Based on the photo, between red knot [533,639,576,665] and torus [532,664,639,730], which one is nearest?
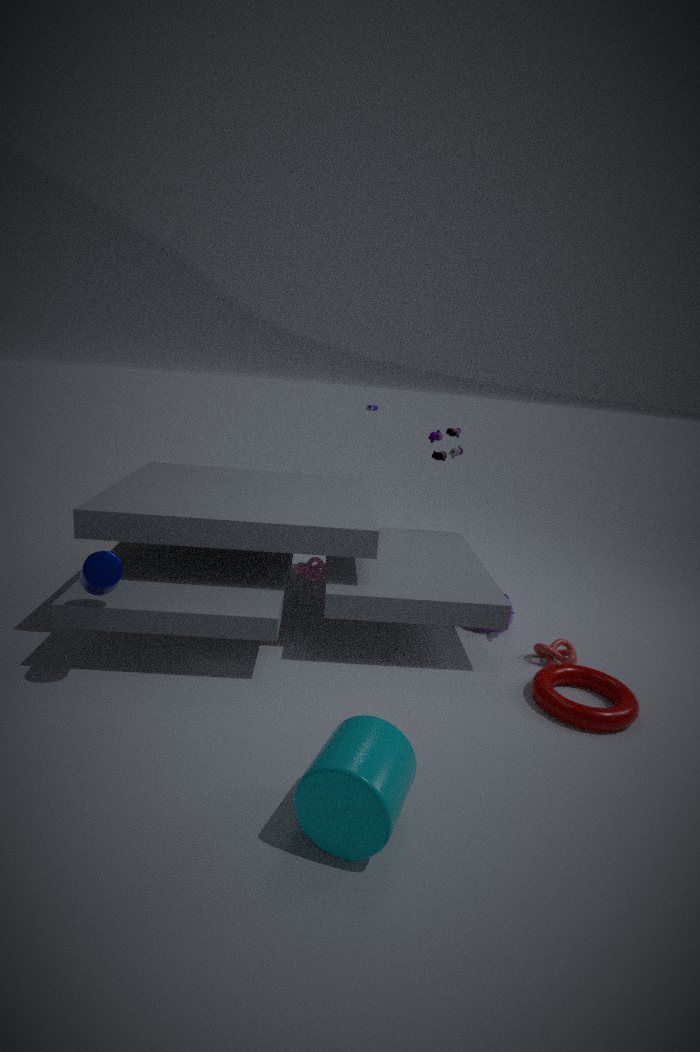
torus [532,664,639,730]
